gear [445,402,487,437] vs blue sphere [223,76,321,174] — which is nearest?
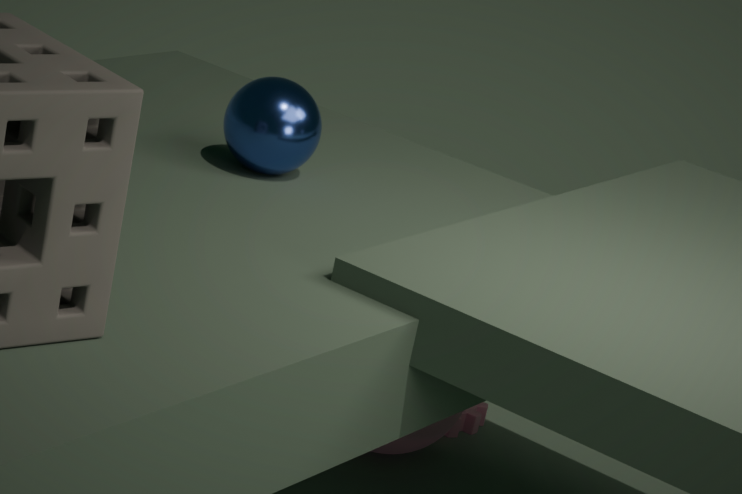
blue sphere [223,76,321,174]
